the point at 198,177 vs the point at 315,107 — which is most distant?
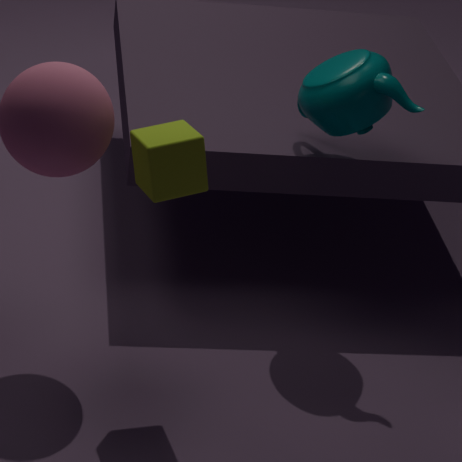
the point at 315,107
